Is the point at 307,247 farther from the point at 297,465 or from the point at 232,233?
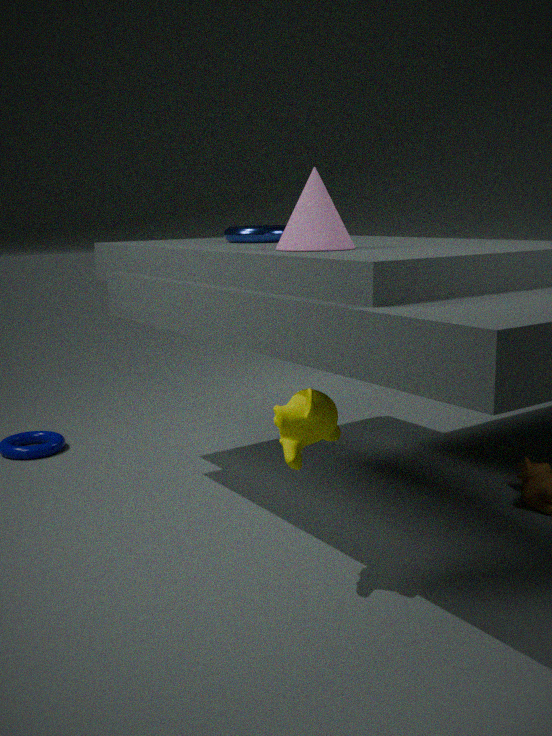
the point at 232,233
